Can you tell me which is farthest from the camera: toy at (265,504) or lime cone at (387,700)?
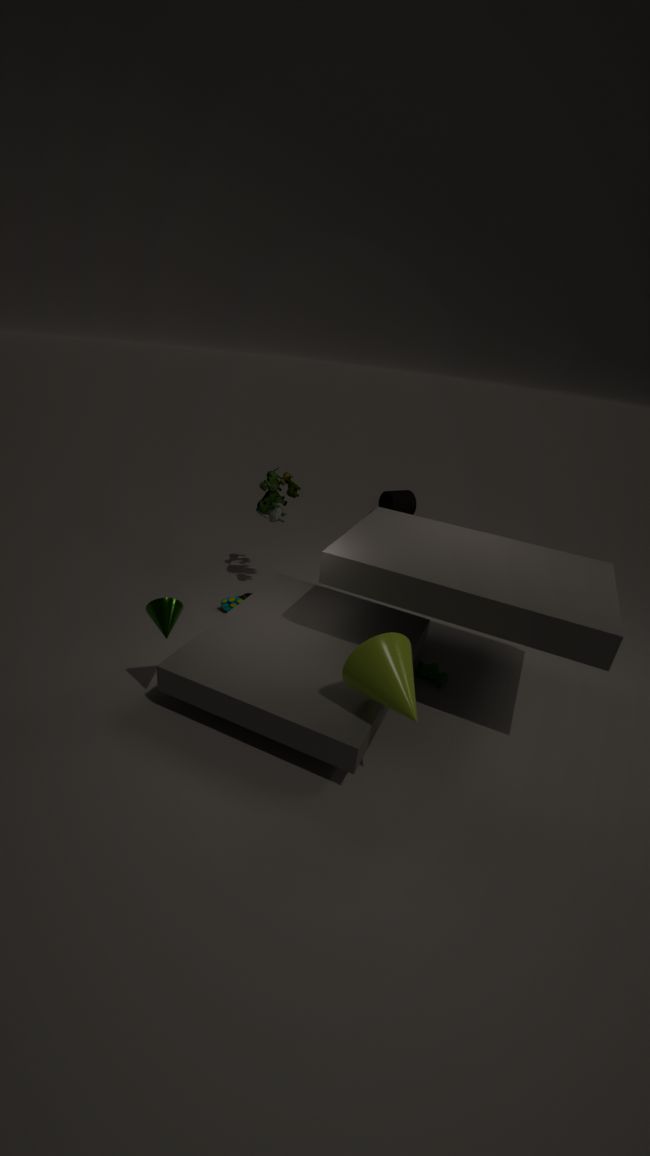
toy at (265,504)
